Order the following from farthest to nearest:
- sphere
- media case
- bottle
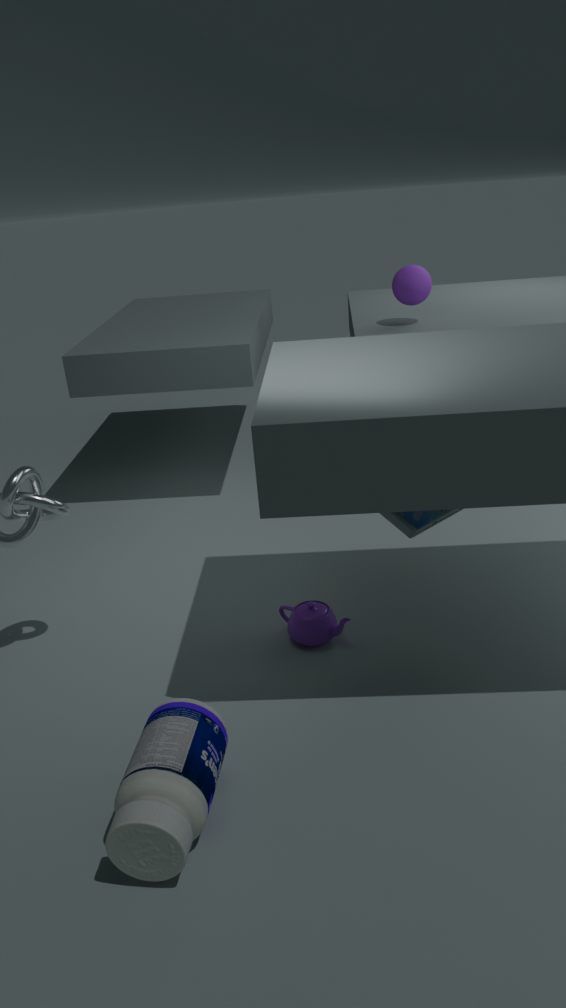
sphere → media case → bottle
